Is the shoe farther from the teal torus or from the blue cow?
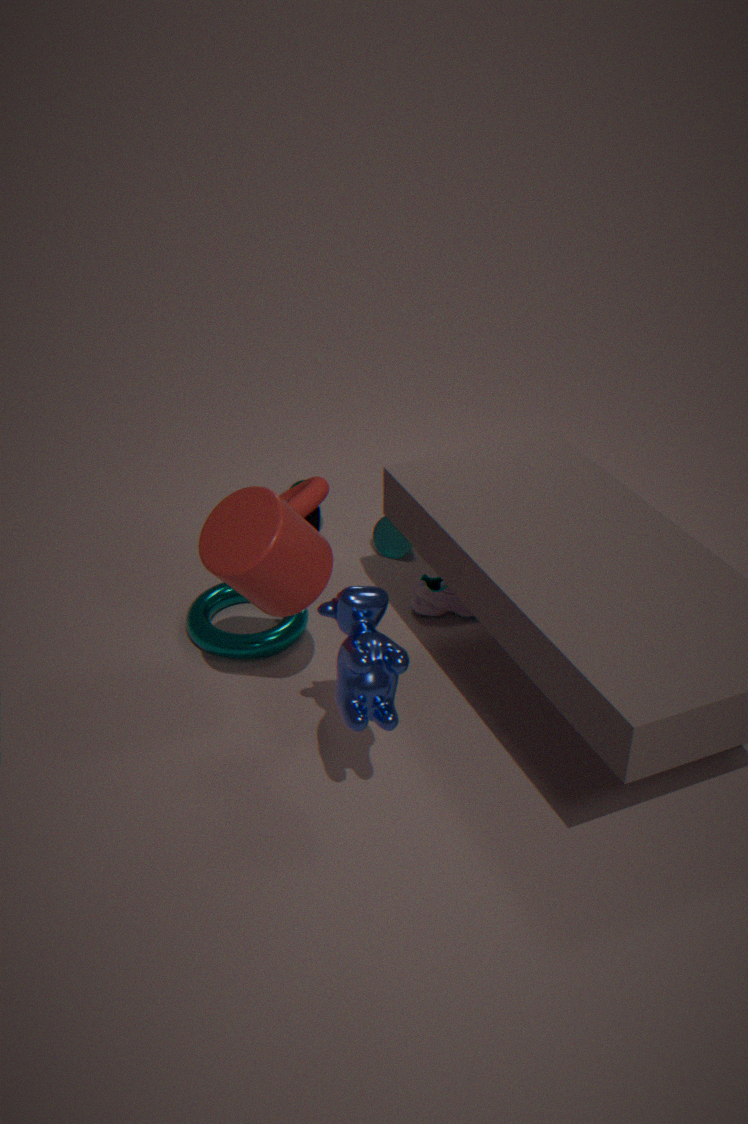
the blue cow
